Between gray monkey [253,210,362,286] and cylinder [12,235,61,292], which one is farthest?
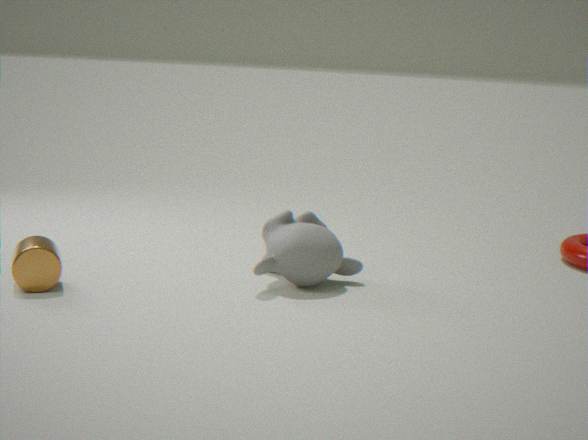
gray monkey [253,210,362,286]
